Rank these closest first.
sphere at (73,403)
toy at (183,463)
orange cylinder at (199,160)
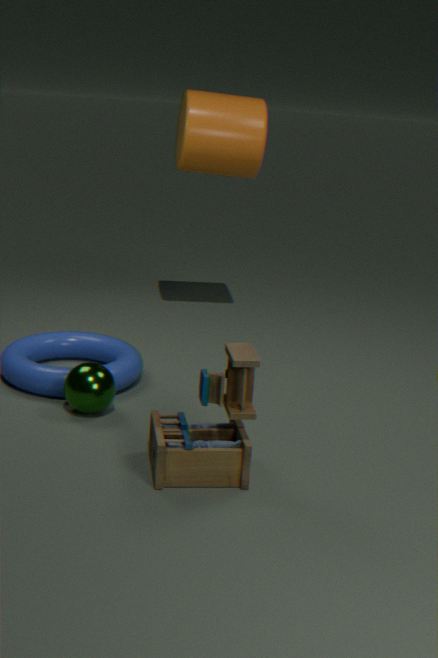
toy at (183,463), sphere at (73,403), orange cylinder at (199,160)
